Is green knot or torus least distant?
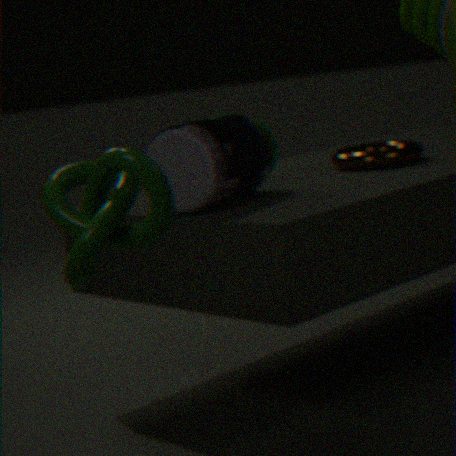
green knot
